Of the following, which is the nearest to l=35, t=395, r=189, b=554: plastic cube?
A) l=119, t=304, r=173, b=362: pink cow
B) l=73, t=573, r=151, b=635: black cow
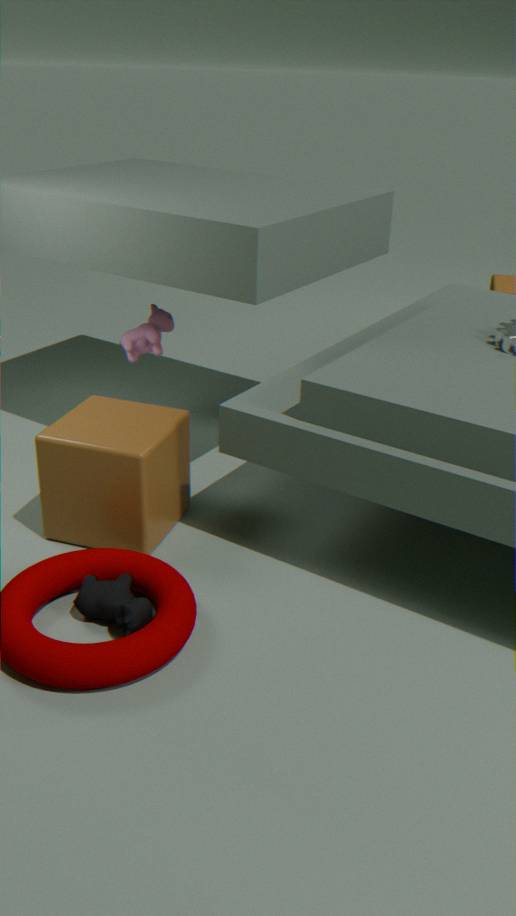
l=73, t=573, r=151, b=635: black cow
